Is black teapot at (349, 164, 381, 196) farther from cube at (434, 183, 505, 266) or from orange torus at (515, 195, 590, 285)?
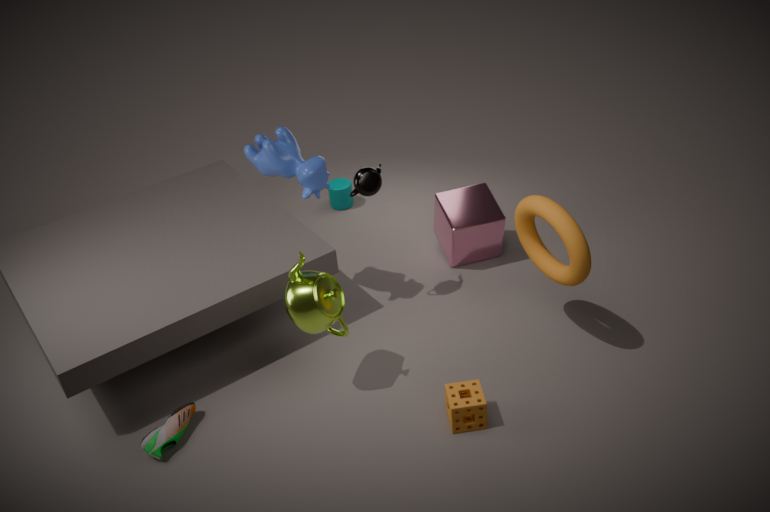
orange torus at (515, 195, 590, 285)
